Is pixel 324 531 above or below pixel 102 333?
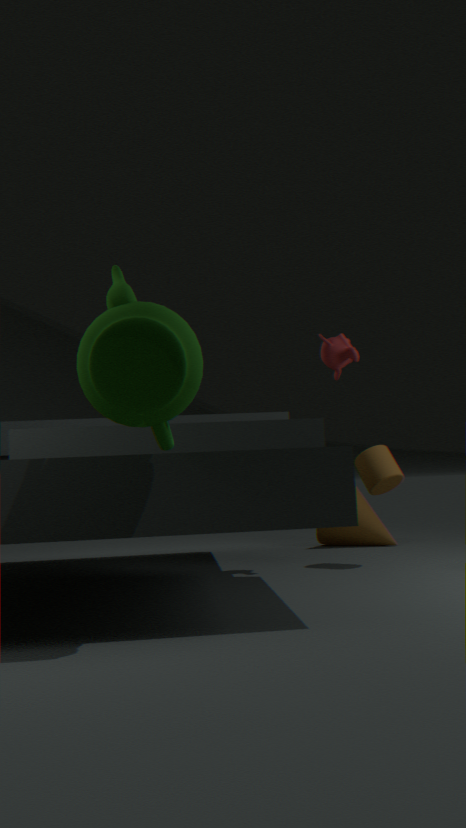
below
